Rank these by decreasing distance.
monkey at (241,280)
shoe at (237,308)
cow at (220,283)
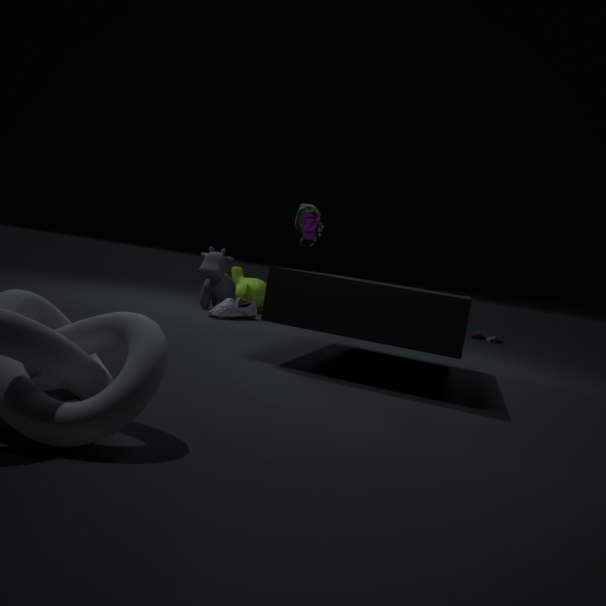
monkey at (241,280) < cow at (220,283) < shoe at (237,308)
